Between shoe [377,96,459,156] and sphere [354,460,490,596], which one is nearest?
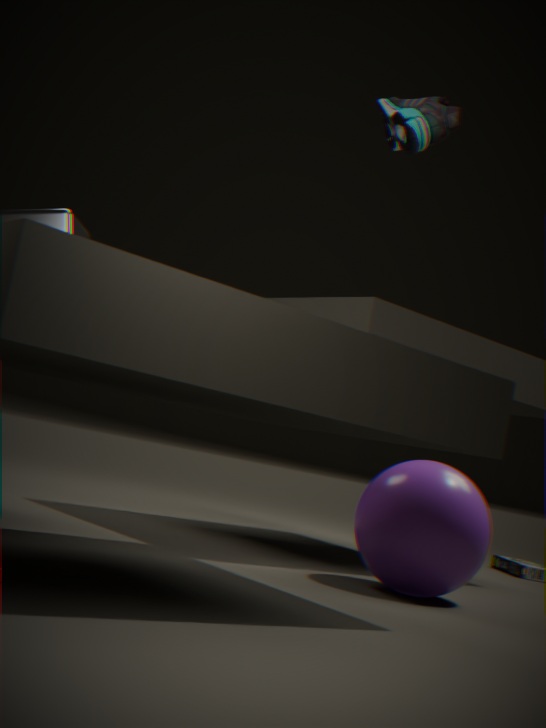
shoe [377,96,459,156]
